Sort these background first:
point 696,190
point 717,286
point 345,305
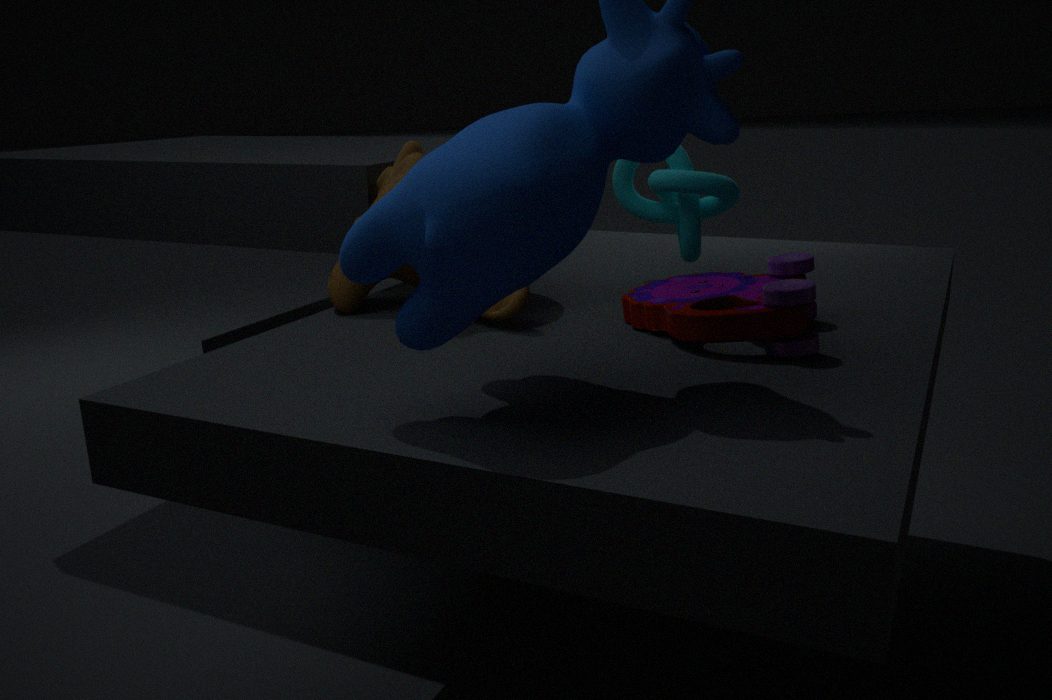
point 696,190
point 345,305
point 717,286
